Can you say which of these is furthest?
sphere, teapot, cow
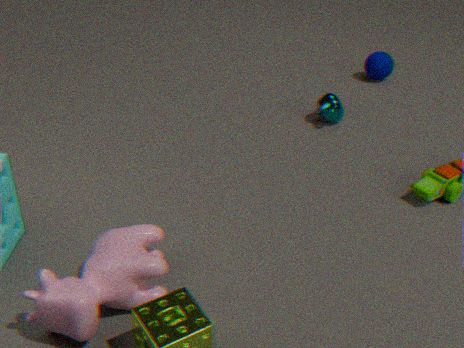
sphere
